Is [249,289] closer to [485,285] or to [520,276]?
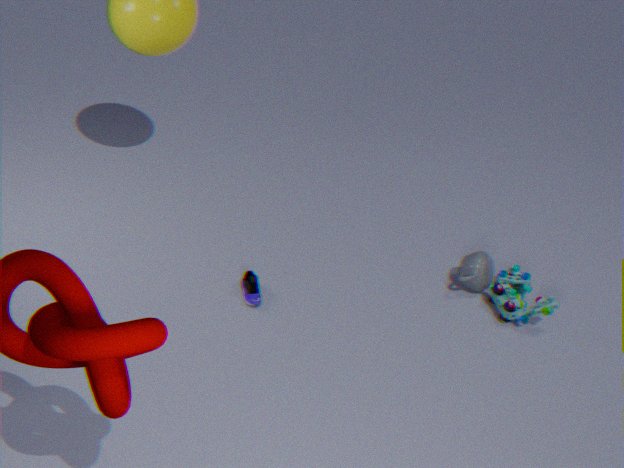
[485,285]
